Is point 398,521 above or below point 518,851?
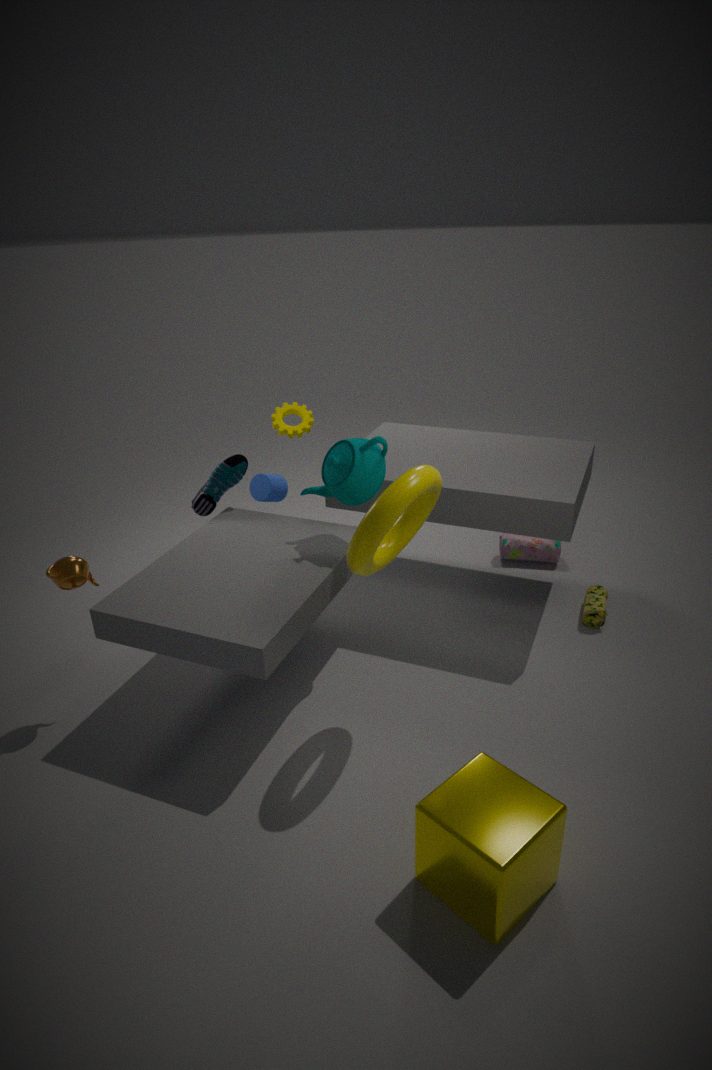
above
